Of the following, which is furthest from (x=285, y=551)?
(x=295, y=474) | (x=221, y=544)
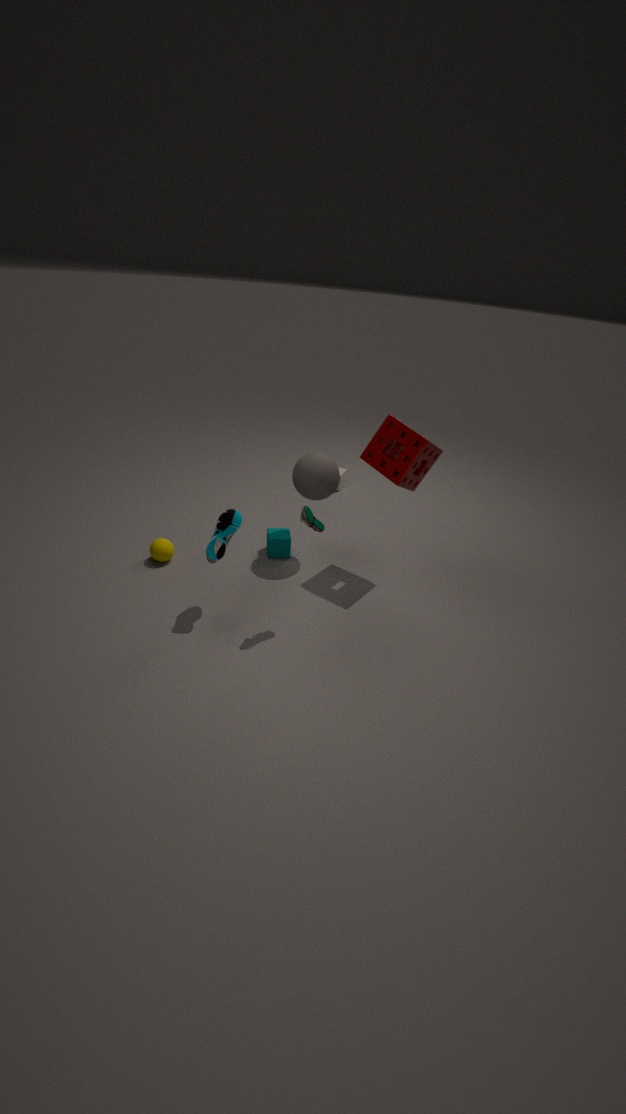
(x=221, y=544)
